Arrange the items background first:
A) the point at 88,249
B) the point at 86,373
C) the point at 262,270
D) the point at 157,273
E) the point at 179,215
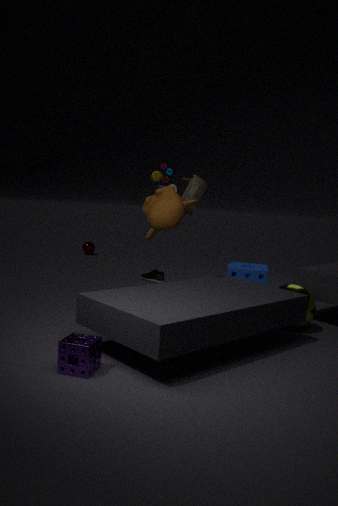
the point at 88,249
the point at 157,273
the point at 262,270
the point at 179,215
the point at 86,373
